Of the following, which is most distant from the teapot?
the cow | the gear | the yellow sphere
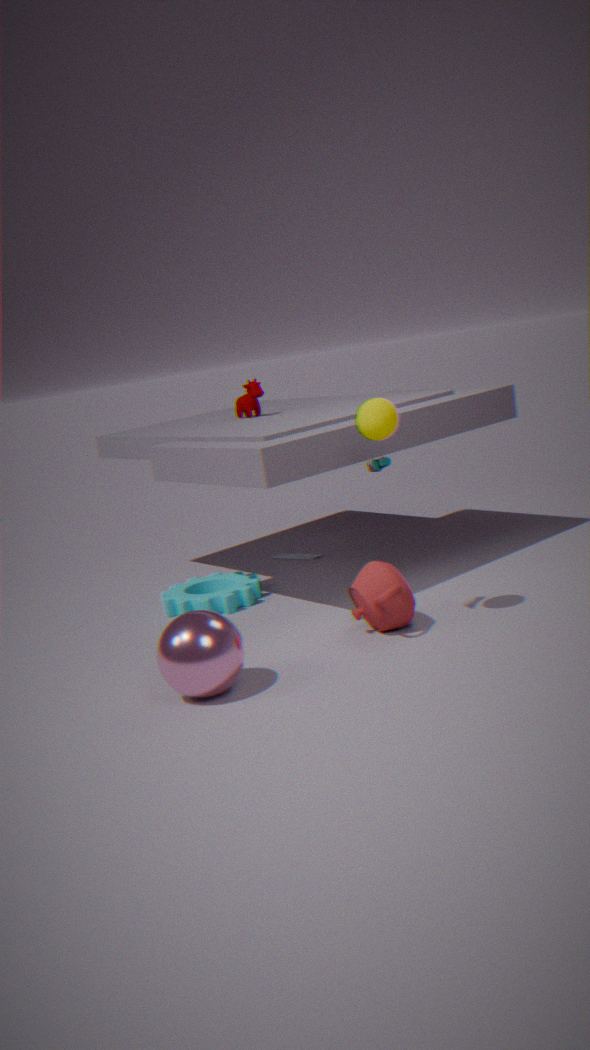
the cow
